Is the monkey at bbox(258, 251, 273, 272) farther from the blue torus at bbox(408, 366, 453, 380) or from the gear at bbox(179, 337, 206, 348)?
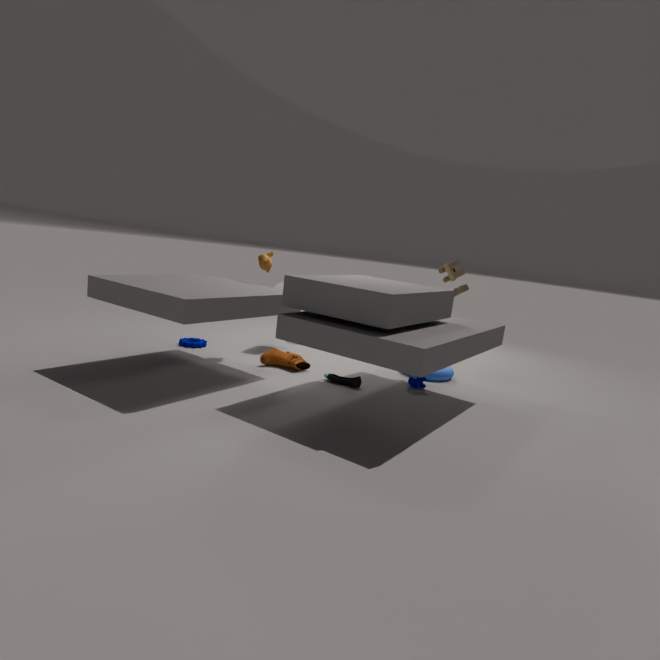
the blue torus at bbox(408, 366, 453, 380)
